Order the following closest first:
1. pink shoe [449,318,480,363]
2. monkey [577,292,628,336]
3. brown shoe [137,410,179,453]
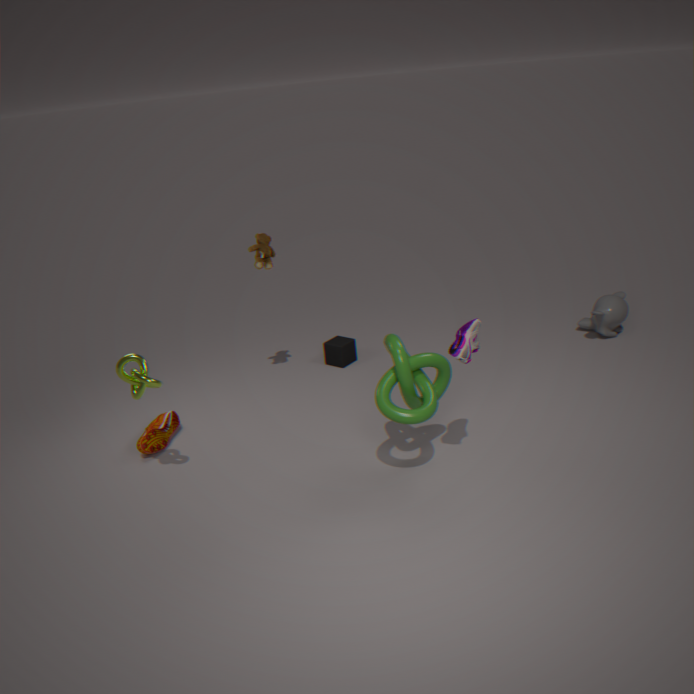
1. pink shoe [449,318,480,363]
2. brown shoe [137,410,179,453]
3. monkey [577,292,628,336]
